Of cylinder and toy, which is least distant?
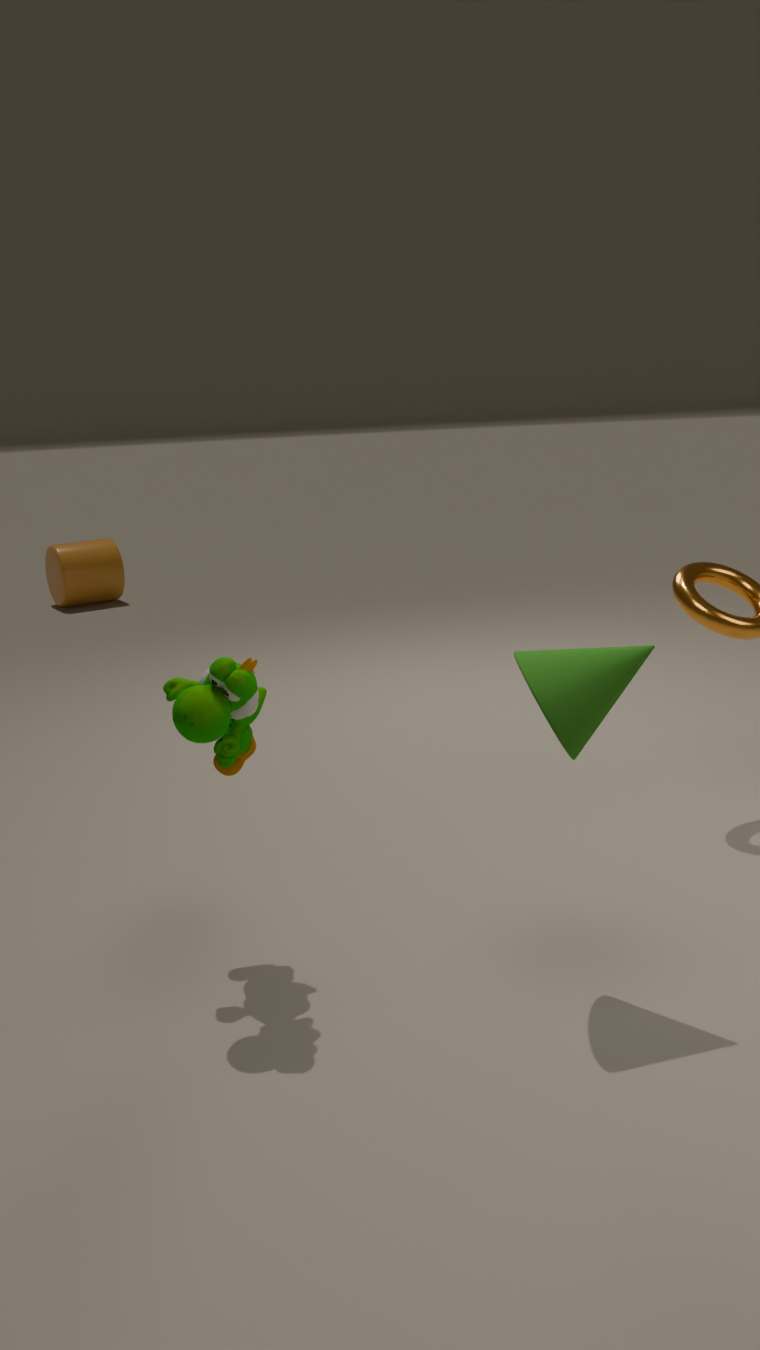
toy
